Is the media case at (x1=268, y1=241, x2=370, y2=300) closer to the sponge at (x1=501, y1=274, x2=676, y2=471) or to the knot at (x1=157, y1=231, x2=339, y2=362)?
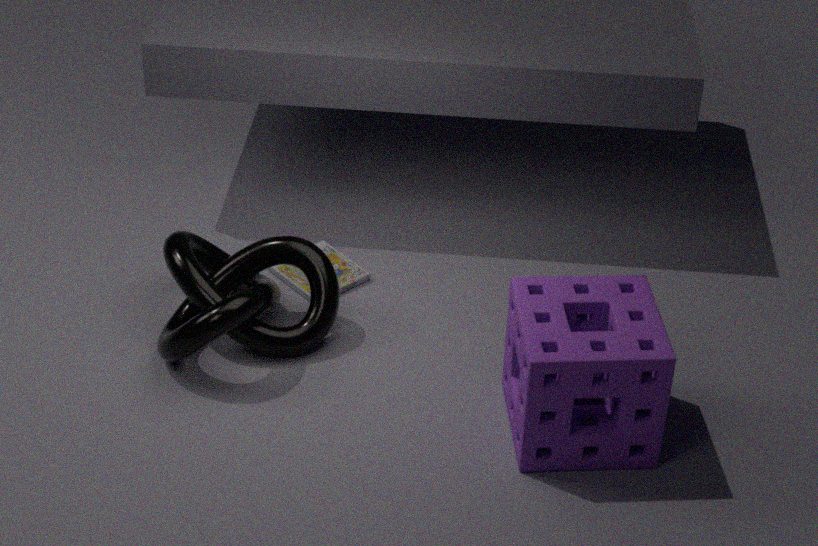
the knot at (x1=157, y1=231, x2=339, y2=362)
